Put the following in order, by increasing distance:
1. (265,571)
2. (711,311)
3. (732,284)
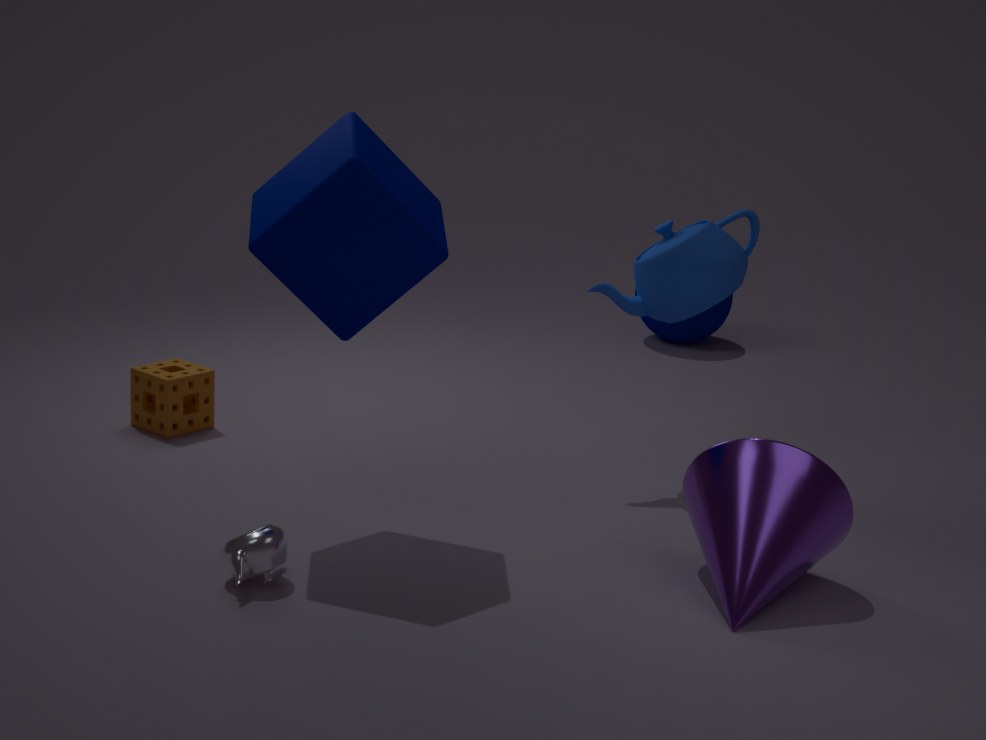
(265,571), (732,284), (711,311)
